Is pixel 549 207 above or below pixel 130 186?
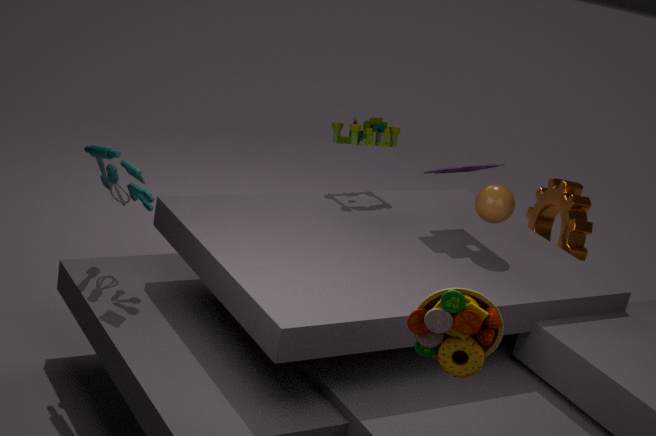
below
